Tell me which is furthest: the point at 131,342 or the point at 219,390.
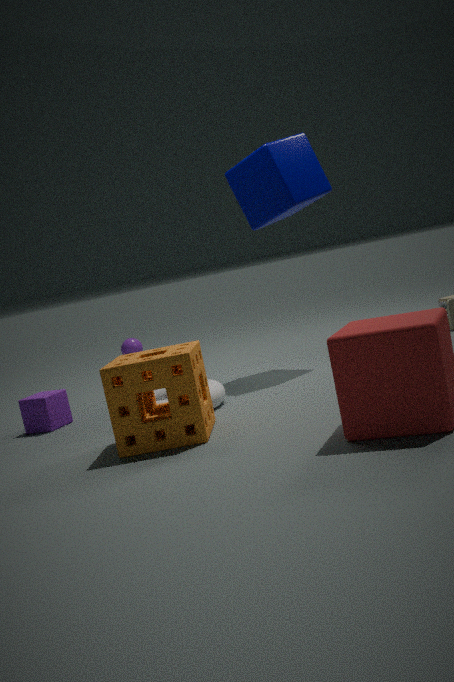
the point at 131,342
